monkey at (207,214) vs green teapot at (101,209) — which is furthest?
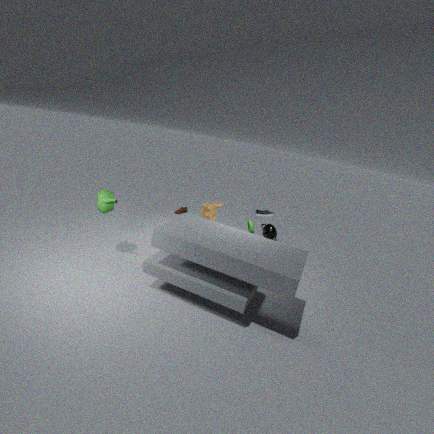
monkey at (207,214)
